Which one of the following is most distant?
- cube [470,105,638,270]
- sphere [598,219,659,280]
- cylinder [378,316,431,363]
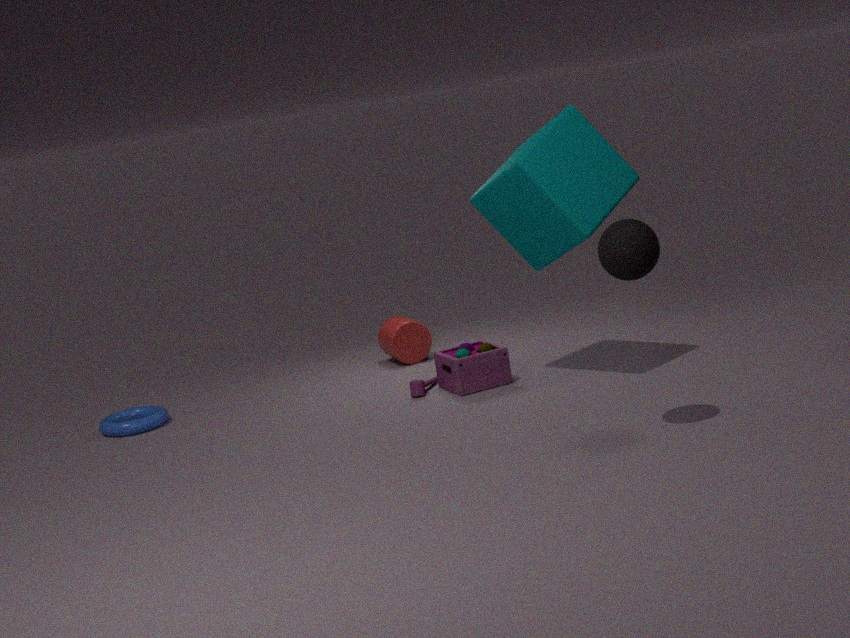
cylinder [378,316,431,363]
